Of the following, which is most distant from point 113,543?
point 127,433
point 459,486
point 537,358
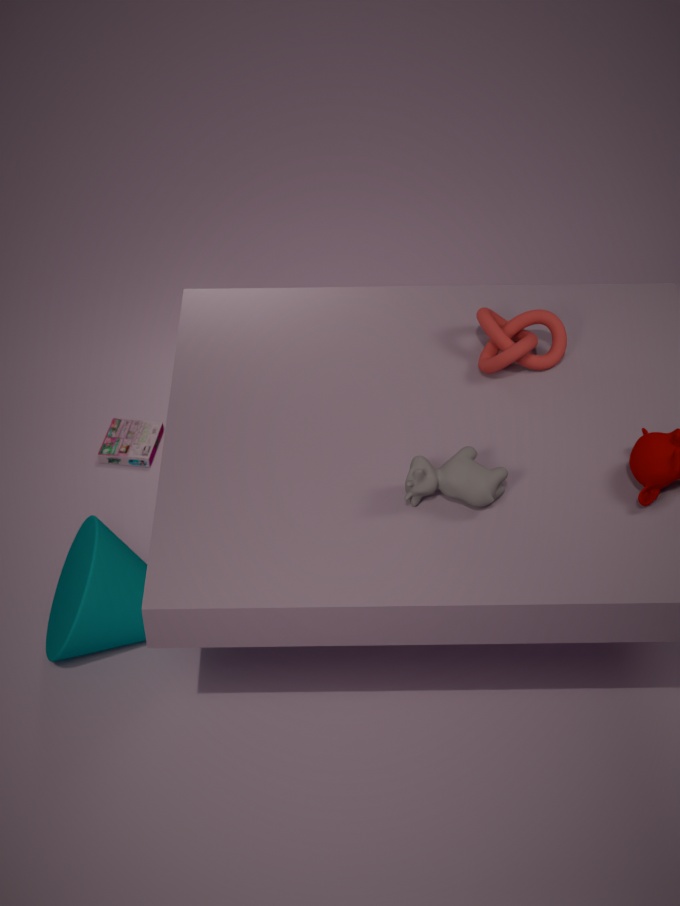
point 537,358
